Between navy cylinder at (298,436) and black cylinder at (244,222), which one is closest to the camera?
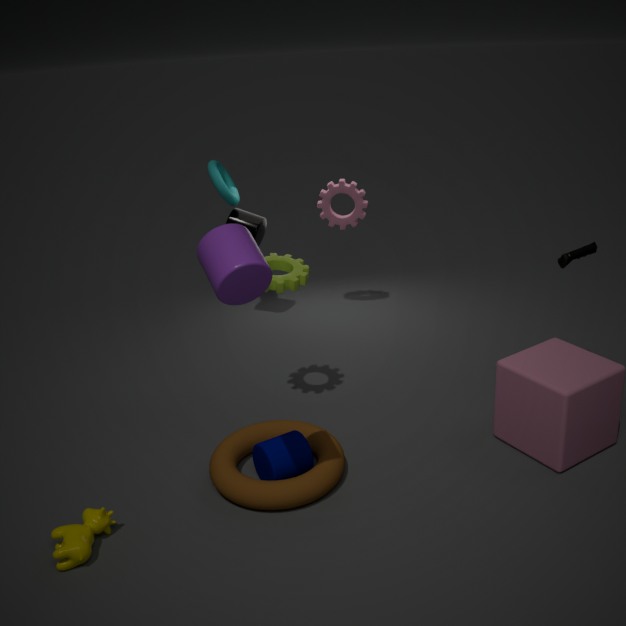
navy cylinder at (298,436)
